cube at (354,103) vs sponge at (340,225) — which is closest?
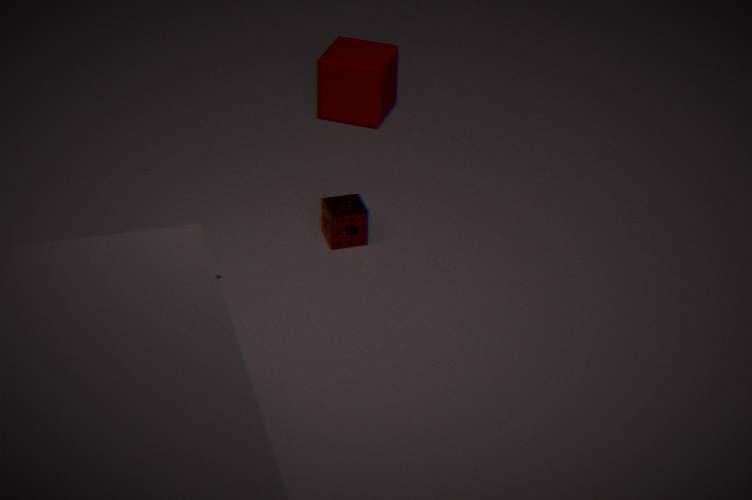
sponge at (340,225)
